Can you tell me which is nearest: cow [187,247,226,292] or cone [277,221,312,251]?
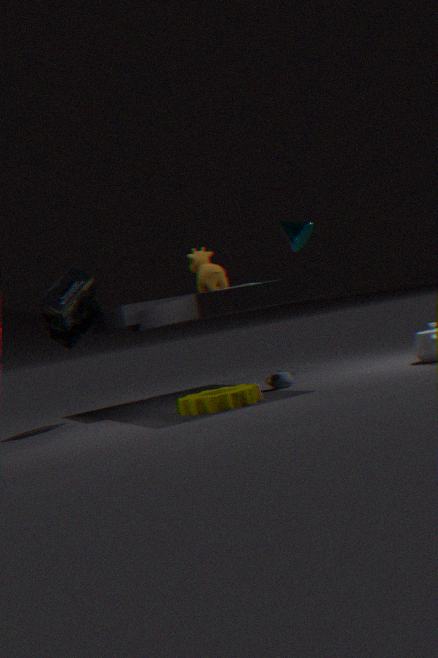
cone [277,221,312,251]
